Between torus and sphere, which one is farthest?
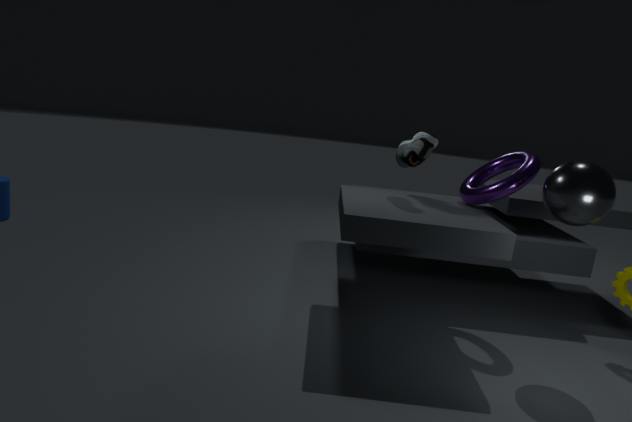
torus
